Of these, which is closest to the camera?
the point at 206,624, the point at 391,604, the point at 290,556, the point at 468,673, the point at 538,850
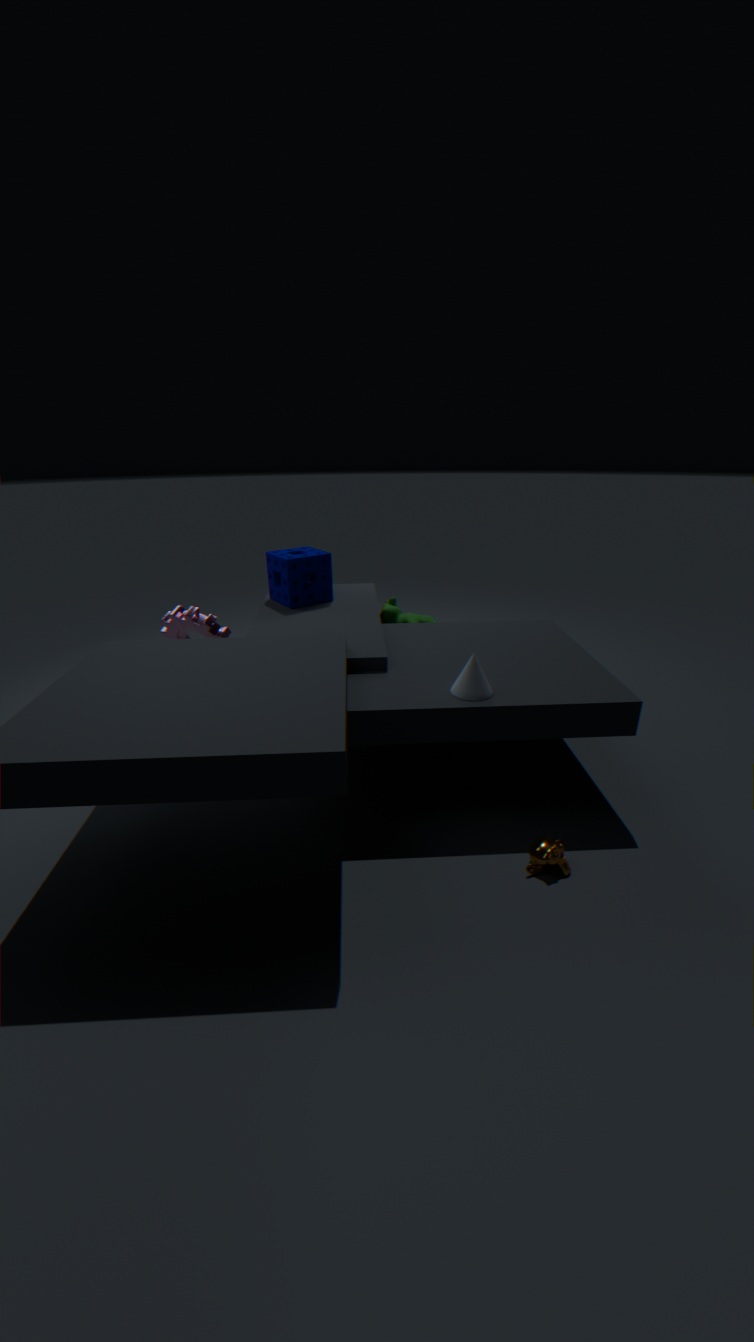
the point at 538,850
